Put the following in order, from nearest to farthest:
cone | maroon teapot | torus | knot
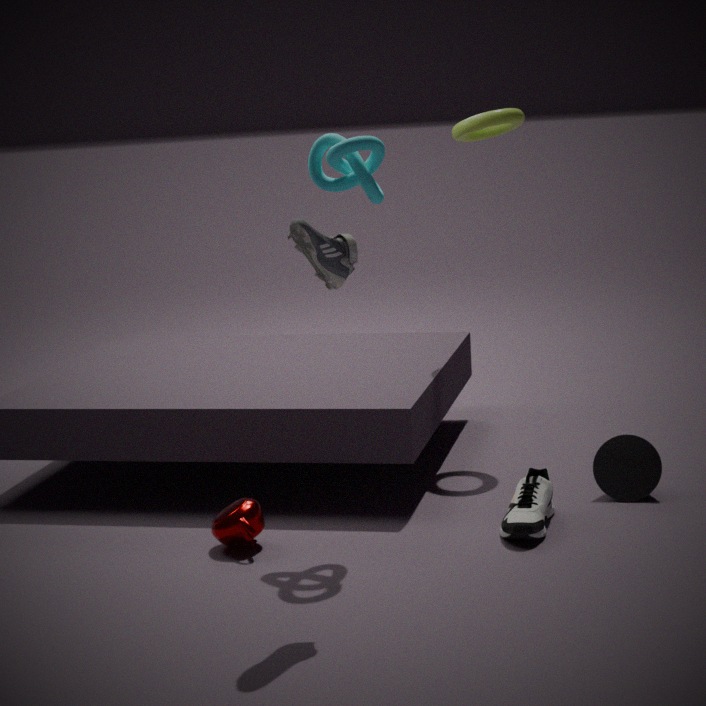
knot, maroon teapot, cone, torus
